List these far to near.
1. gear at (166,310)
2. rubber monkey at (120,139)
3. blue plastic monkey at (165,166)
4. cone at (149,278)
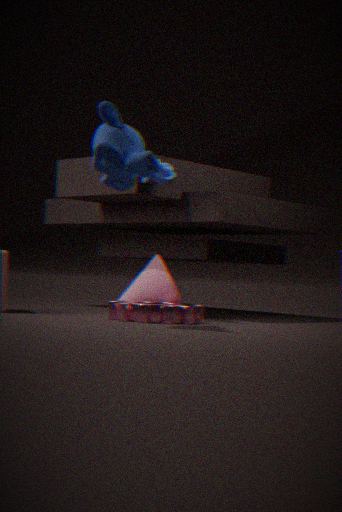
cone at (149,278), blue plastic monkey at (165,166), gear at (166,310), rubber monkey at (120,139)
